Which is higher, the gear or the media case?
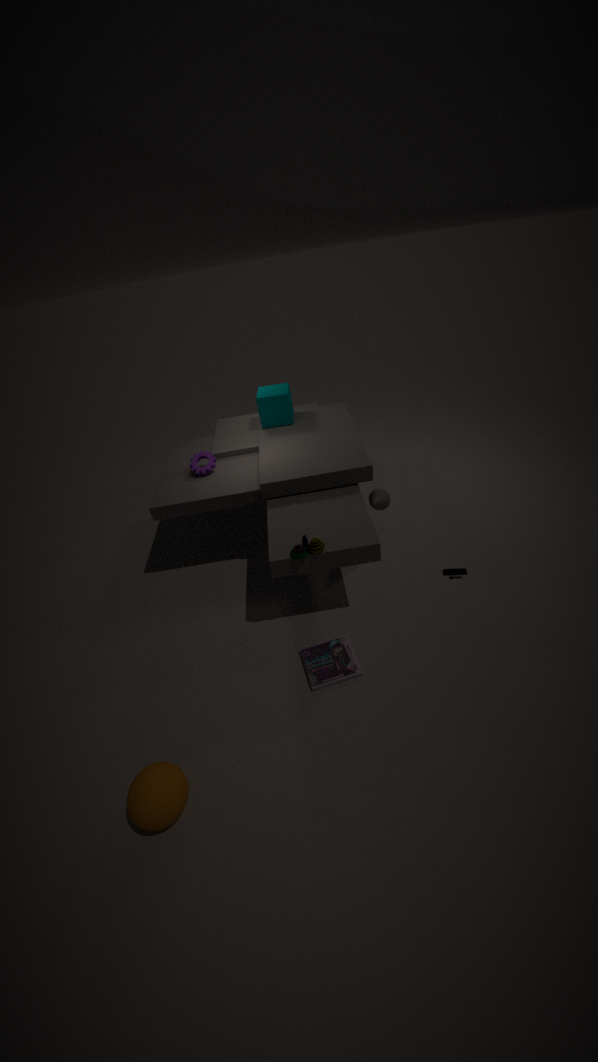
the gear
